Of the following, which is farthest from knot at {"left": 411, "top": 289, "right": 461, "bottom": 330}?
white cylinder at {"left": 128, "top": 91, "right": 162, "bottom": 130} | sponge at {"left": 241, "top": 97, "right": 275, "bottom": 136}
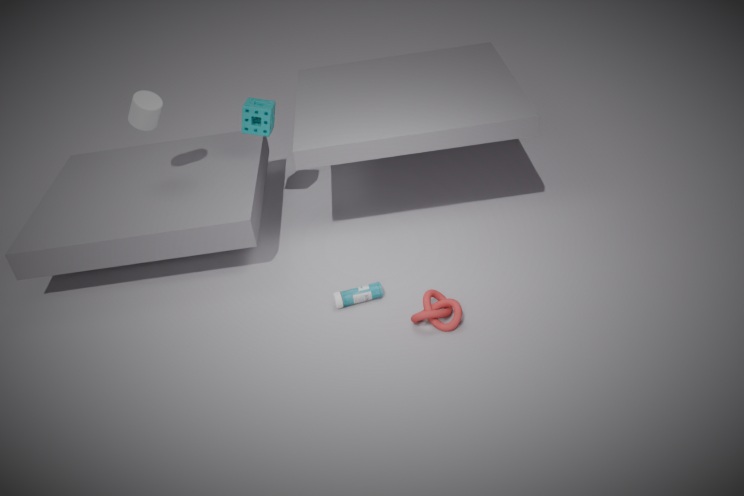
white cylinder at {"left": 128, "top": 91, "right": 162, "bottom": 130}
